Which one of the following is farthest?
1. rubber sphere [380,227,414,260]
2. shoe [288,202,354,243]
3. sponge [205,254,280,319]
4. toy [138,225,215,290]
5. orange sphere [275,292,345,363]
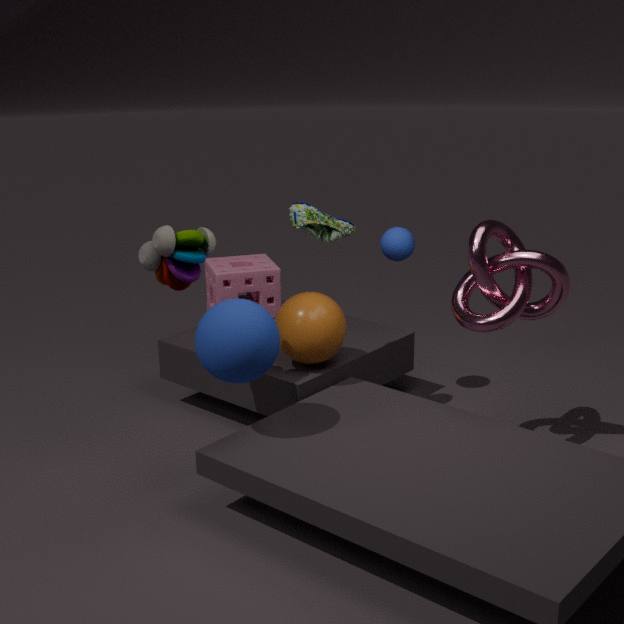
sponge [205,254,280,319]
